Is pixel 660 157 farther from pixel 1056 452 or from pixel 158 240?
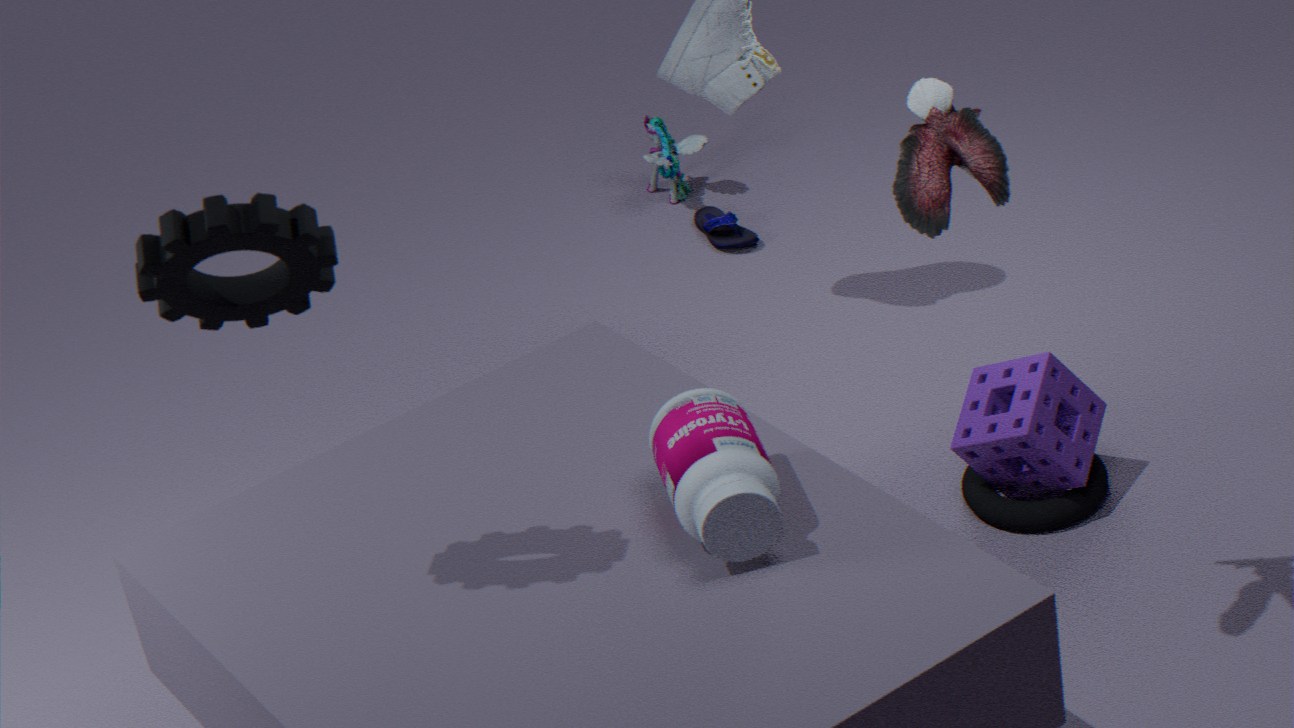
pixel 158 240
